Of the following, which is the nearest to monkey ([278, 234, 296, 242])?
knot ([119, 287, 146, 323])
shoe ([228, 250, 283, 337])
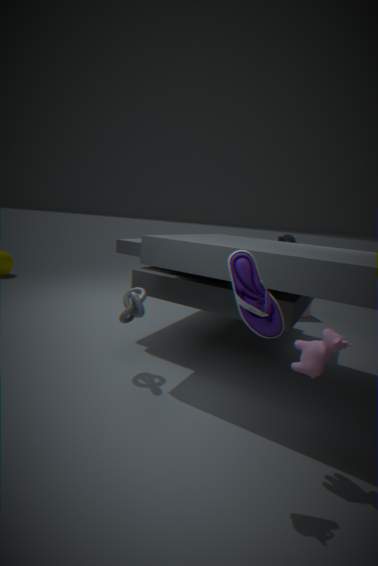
knot ([119, 287, 146, 323])
